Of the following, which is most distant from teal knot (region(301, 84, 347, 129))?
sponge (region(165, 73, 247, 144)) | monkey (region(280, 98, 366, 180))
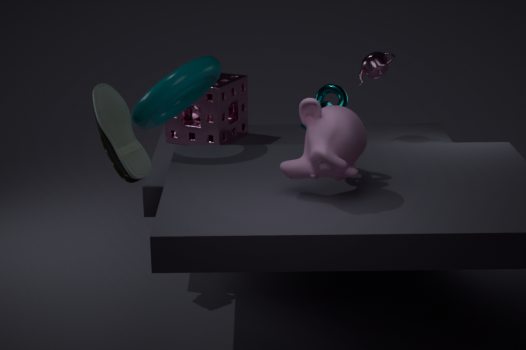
sponge (region(165, 73, 247, 144))
